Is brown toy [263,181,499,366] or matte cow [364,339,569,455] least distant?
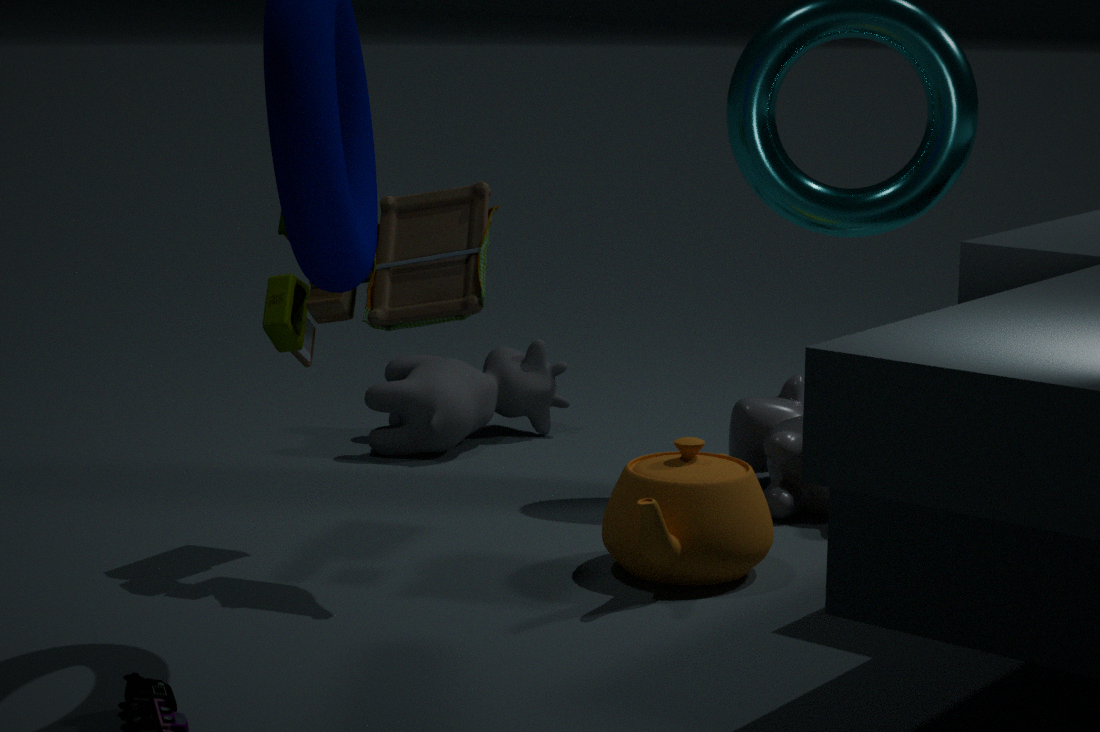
brown toy [263,181,499,366]
